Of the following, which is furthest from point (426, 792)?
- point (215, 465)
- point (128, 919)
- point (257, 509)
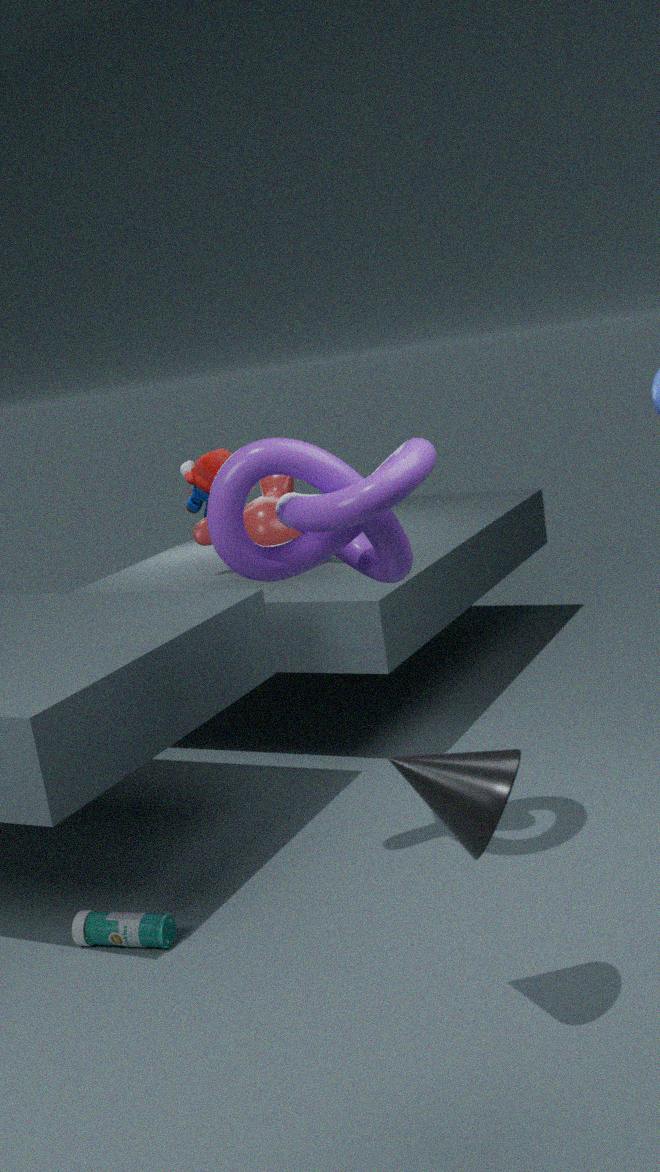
point (215, 465)
